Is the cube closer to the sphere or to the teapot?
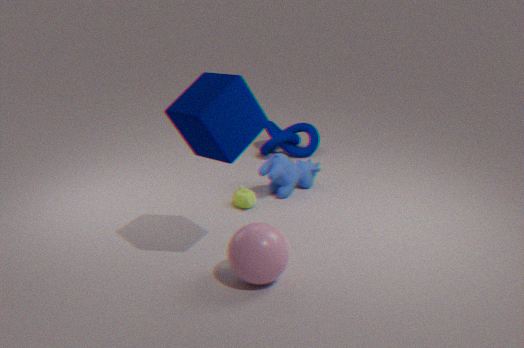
the sphere
